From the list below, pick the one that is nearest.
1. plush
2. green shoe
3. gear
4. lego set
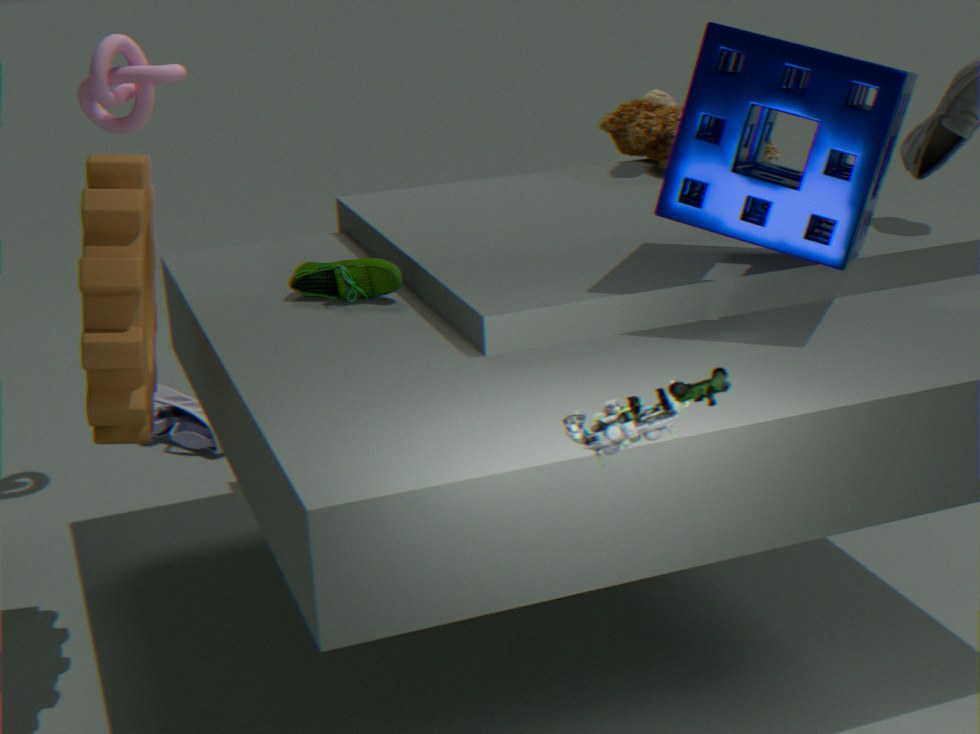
lego set
